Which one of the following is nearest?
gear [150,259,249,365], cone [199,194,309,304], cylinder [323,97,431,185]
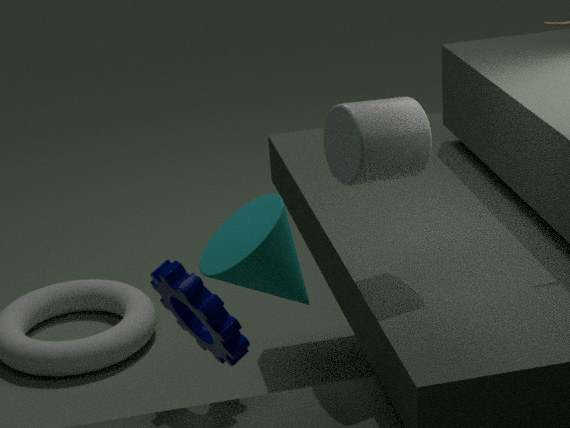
cone [199,194,309,304]
